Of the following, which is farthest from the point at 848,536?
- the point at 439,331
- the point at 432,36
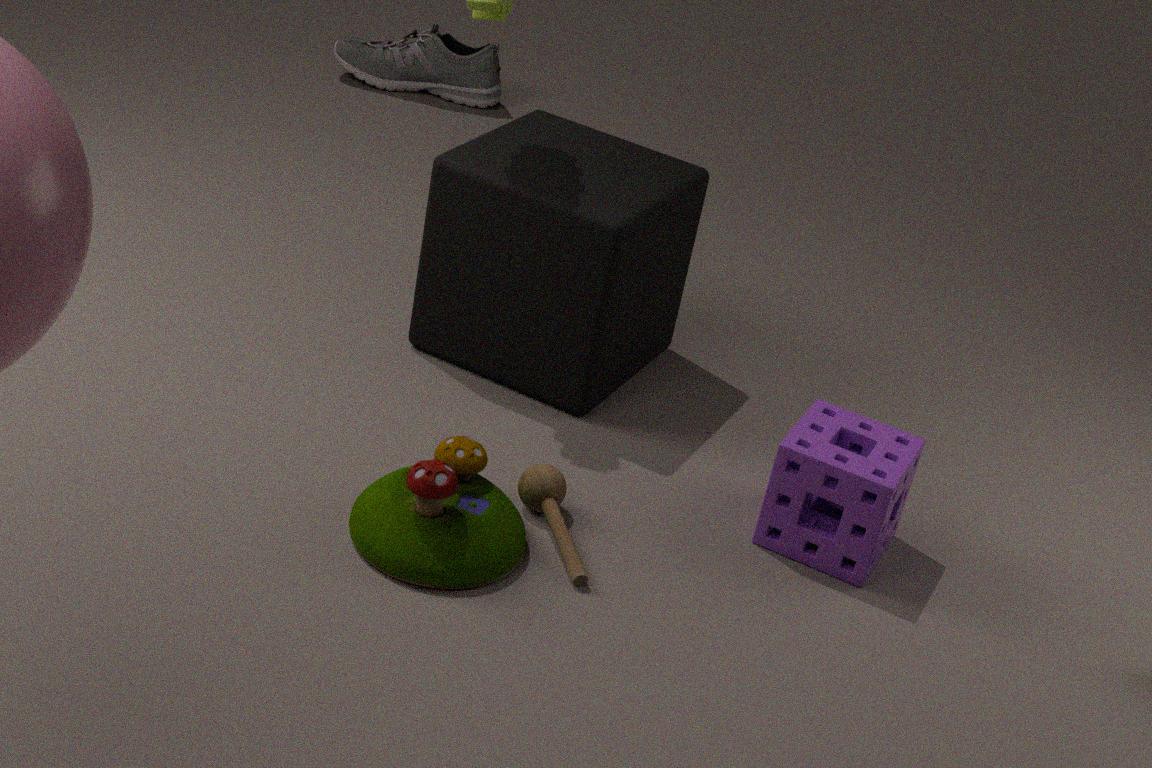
the point at 432,36
